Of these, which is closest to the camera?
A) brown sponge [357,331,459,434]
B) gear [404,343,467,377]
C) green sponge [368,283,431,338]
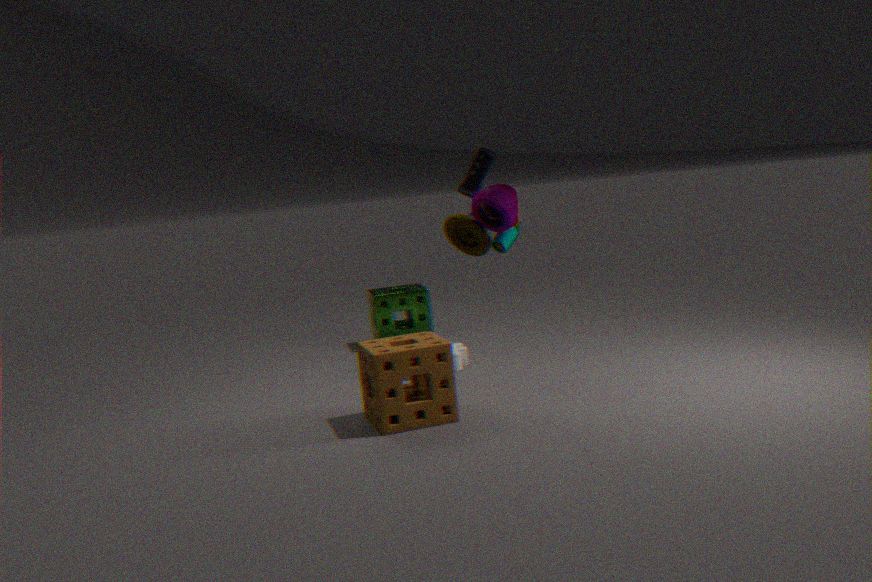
brown sponge [357,331,459,434]
